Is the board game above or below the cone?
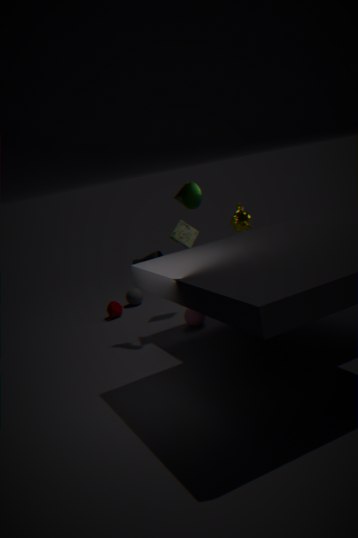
below
